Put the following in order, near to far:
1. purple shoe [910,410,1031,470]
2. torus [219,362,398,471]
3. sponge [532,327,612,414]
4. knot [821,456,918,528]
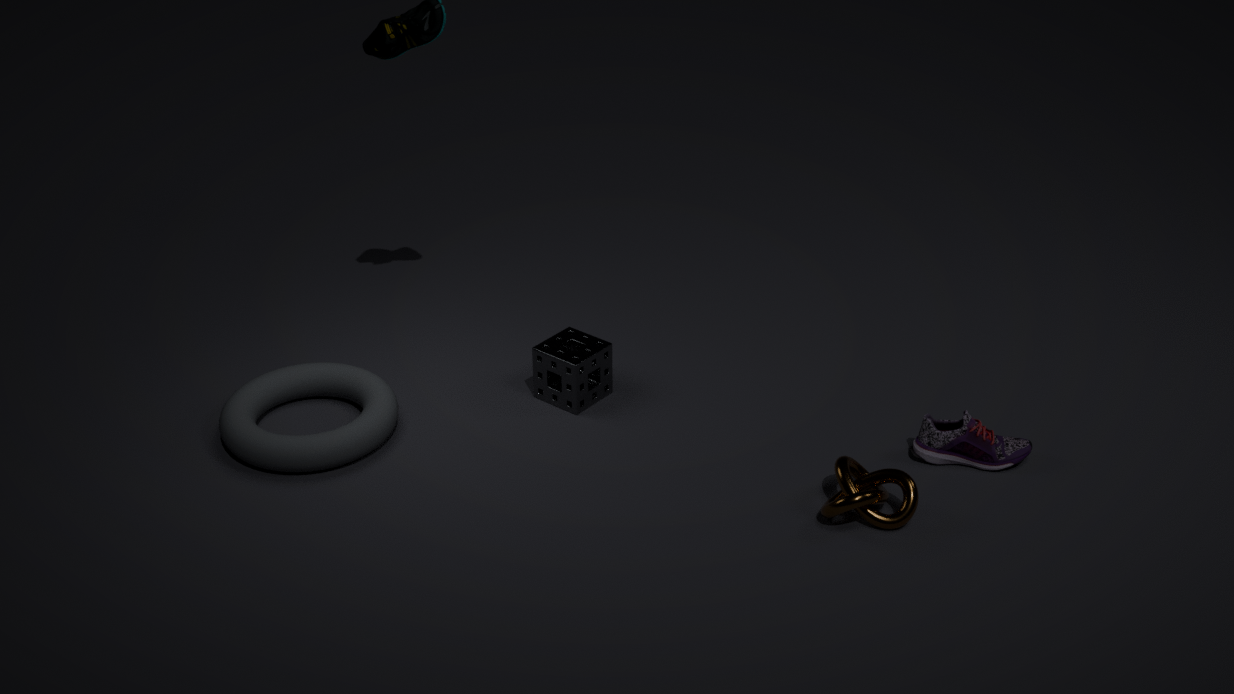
knot [821,456,918,528] → torus [219,362,398,471] → purple shoe [910,410,1031,470] → sponge [532,327,612,414]
